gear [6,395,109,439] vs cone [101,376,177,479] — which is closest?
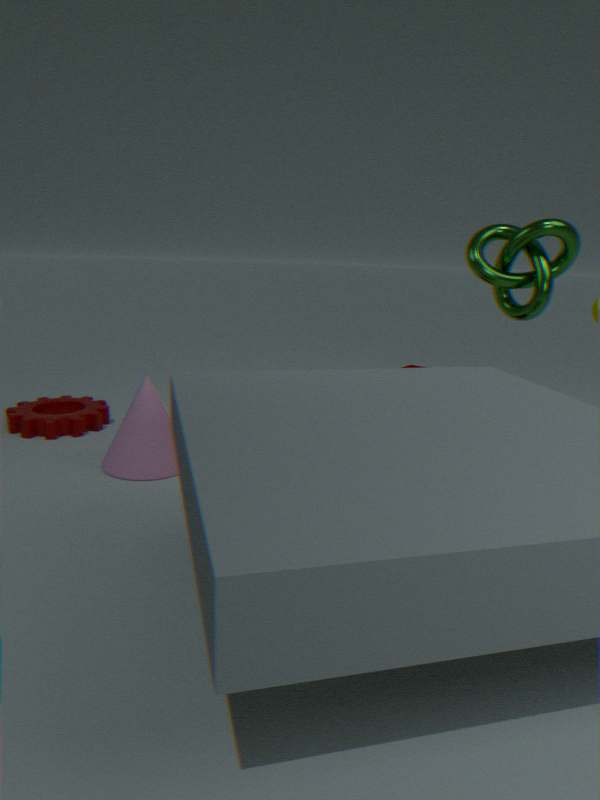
cone [101,376,177,479]
